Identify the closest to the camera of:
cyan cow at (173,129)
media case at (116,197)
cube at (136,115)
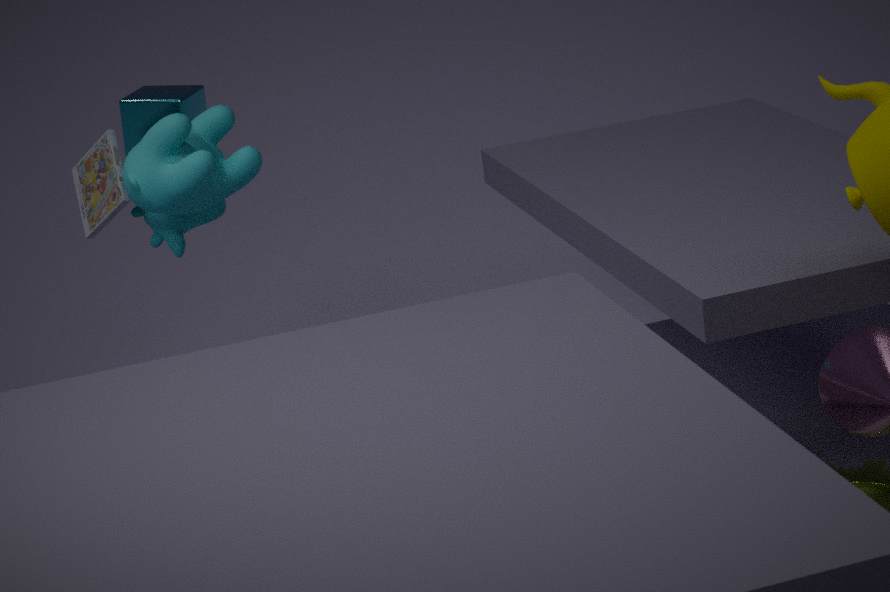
cyan cow at (173,129)
